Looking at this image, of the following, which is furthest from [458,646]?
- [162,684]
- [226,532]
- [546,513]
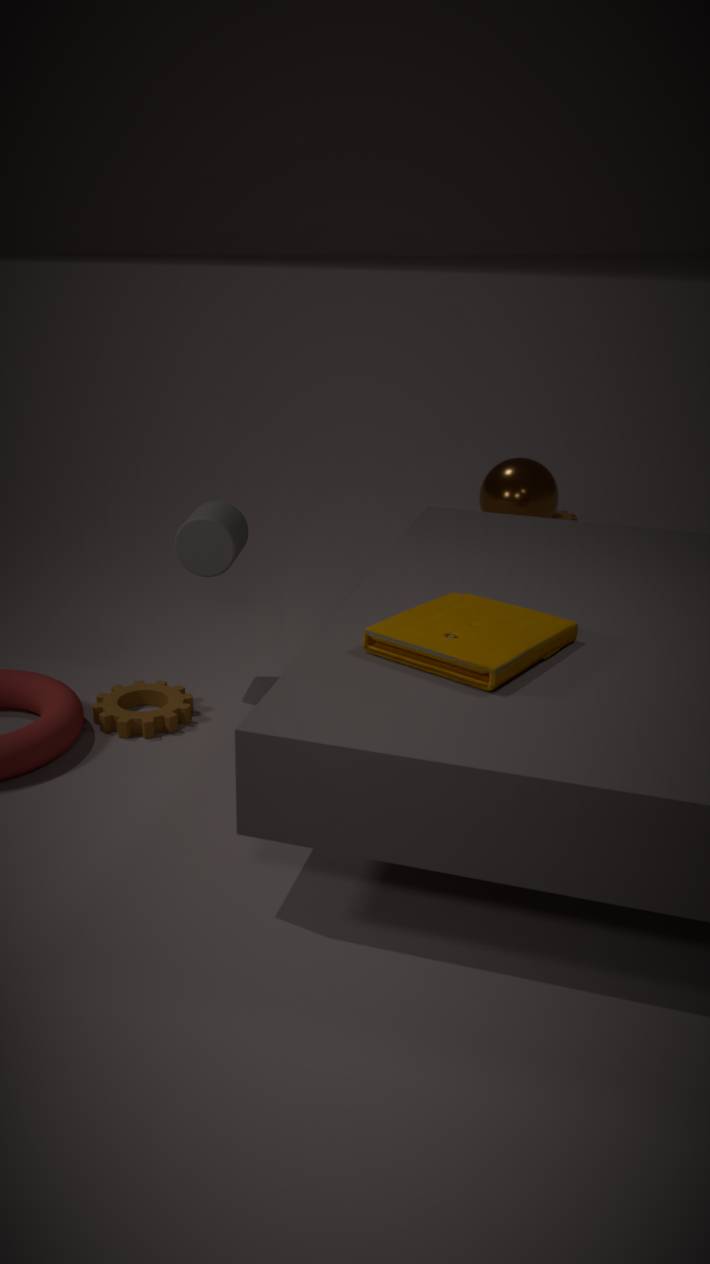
[546,513]
